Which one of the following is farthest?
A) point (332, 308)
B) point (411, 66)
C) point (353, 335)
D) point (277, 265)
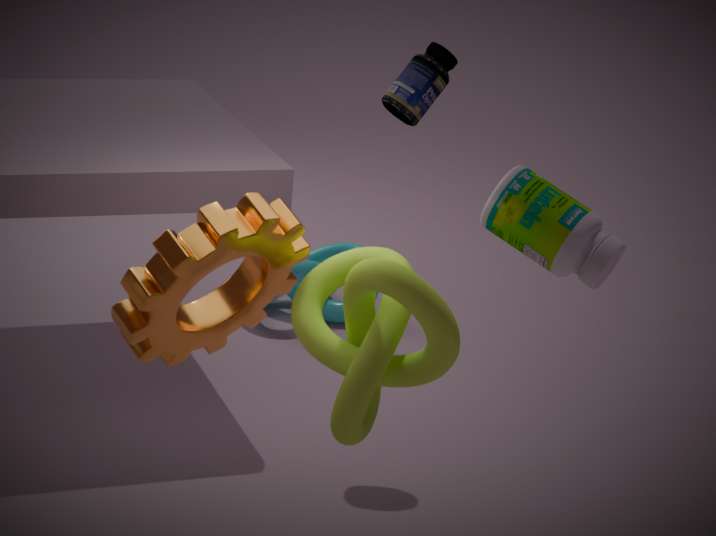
point (332, 308)
